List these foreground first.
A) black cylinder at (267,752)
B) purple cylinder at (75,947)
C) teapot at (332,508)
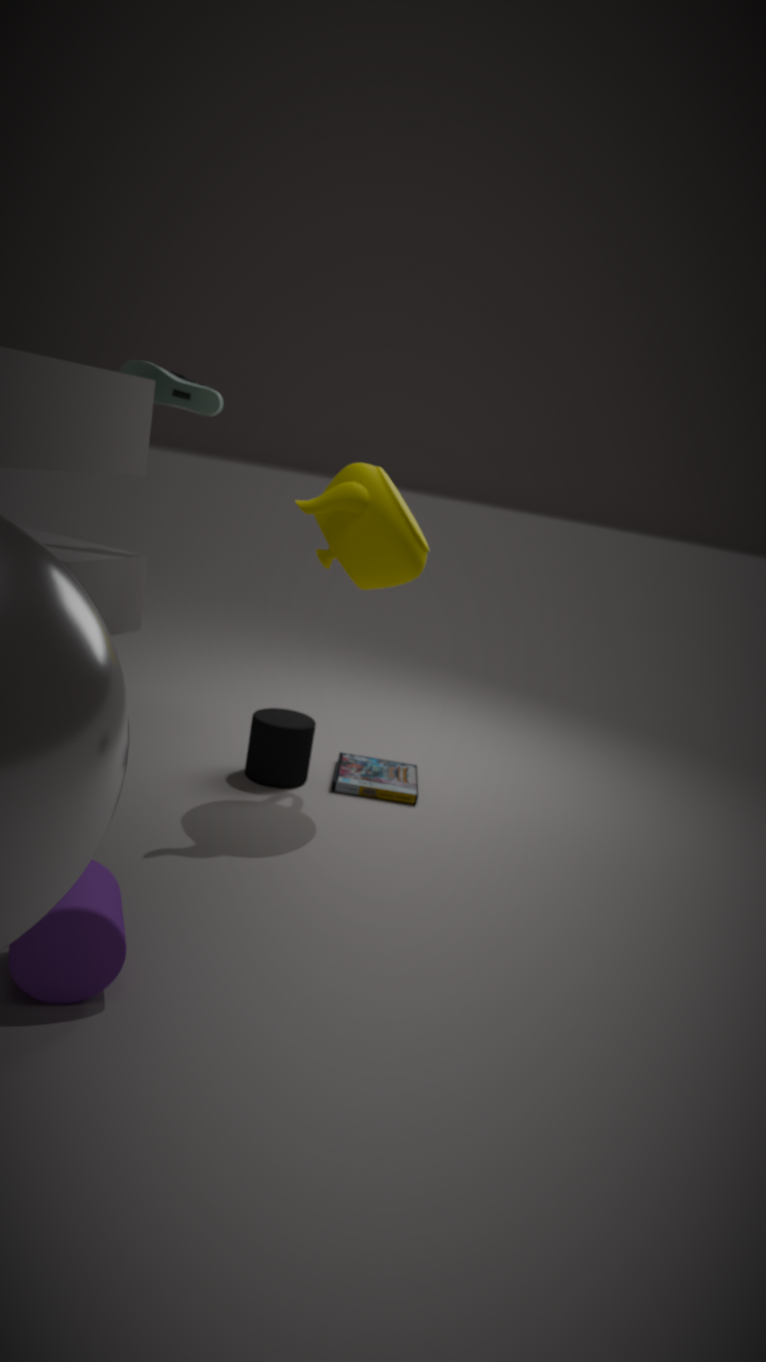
purple cylinder at (75,947) → teapot at (332,508) → black cylinder at (267,752)
